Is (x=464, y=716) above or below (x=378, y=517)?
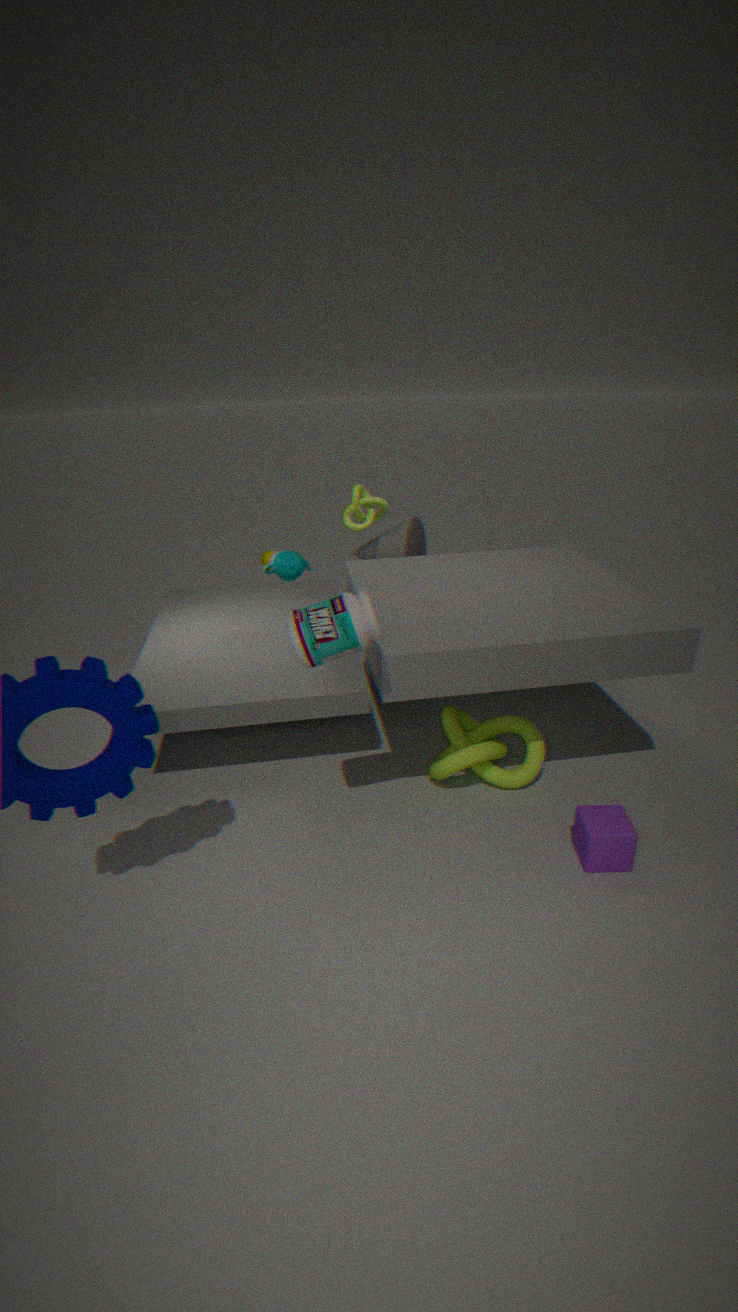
below
